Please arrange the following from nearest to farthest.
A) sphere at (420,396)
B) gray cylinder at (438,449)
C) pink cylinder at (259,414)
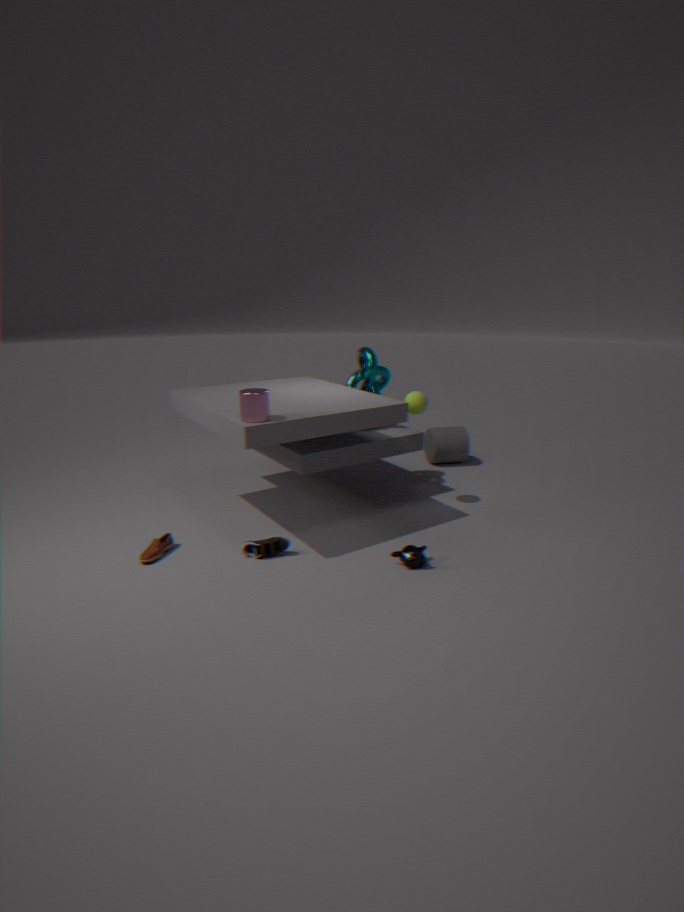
pink cylinder at (259,414) → sphere at (420,396) → gray cylinder at (438,449)
